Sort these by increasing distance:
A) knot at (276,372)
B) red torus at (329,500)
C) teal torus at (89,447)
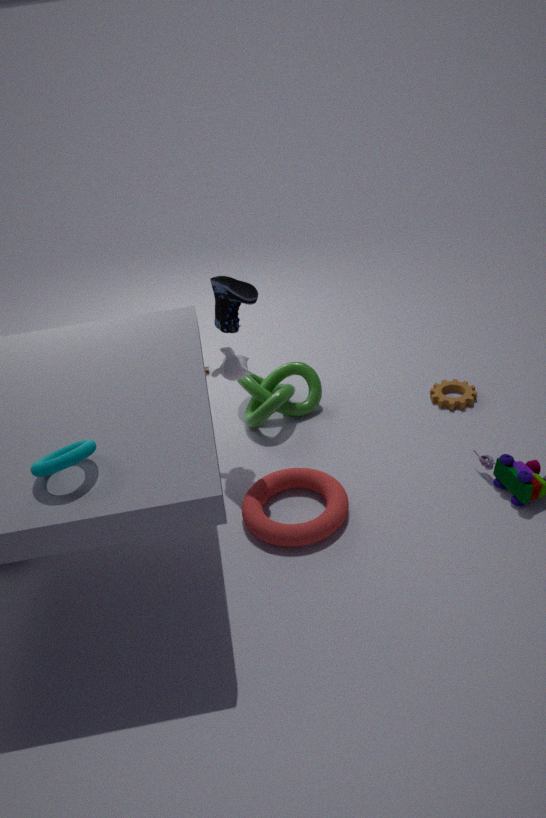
teal torus at (89,447), red torus at (329,500), knot at (276,372)
